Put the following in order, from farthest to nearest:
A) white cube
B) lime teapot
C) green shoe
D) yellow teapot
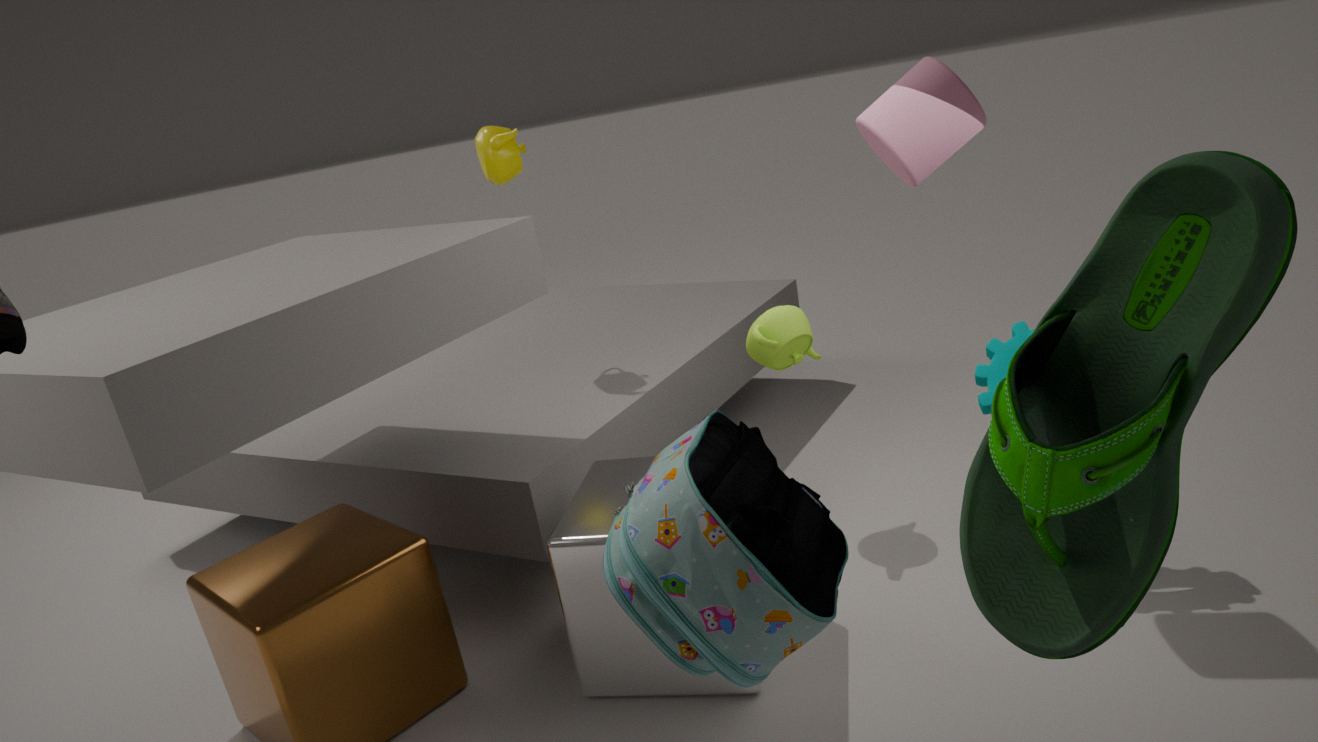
yellow teapot
lime teapot
white cube
green shoe
